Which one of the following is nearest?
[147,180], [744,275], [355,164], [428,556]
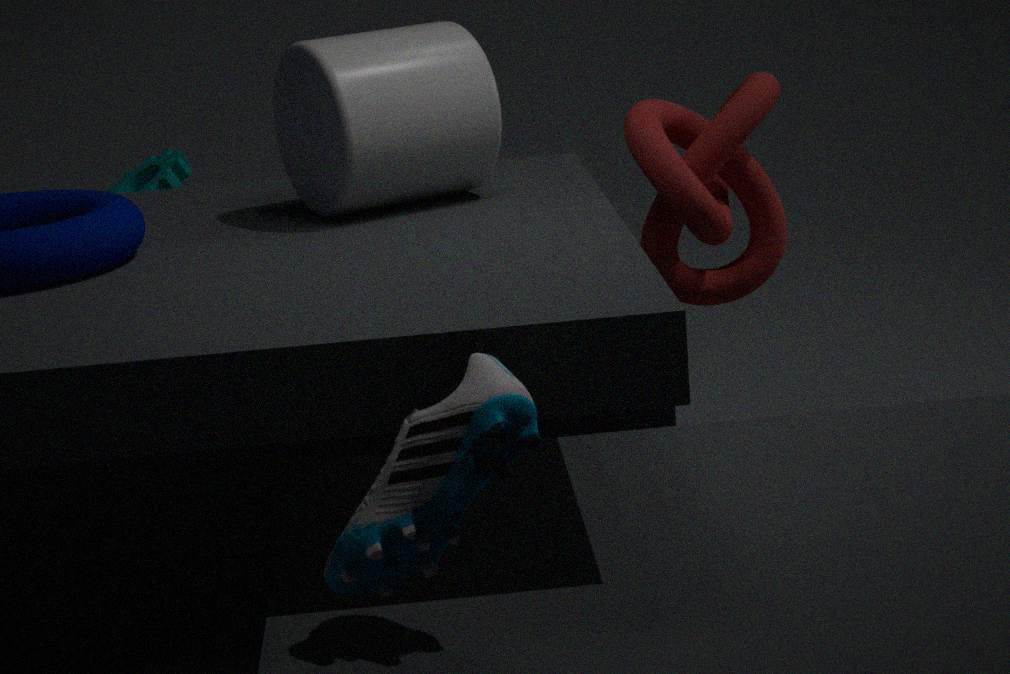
[428,556]
